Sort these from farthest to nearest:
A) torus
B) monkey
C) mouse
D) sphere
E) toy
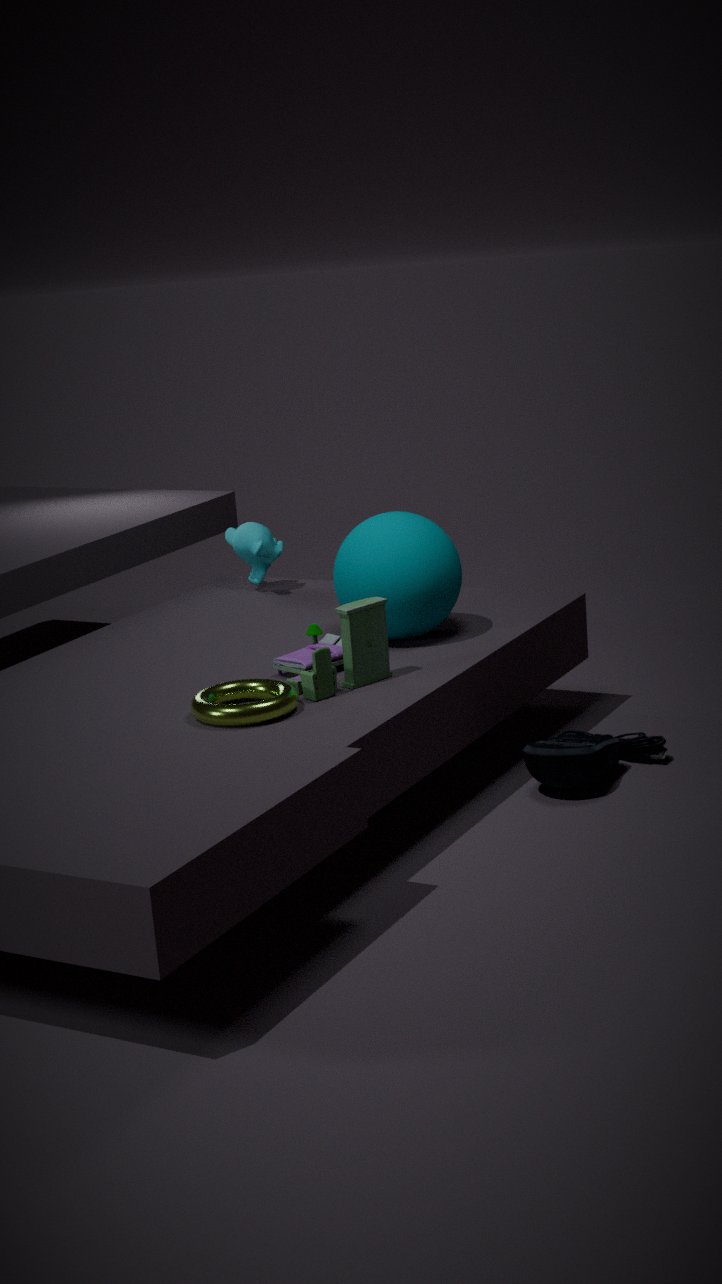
monkey, sphere, mouse, toy, torus
